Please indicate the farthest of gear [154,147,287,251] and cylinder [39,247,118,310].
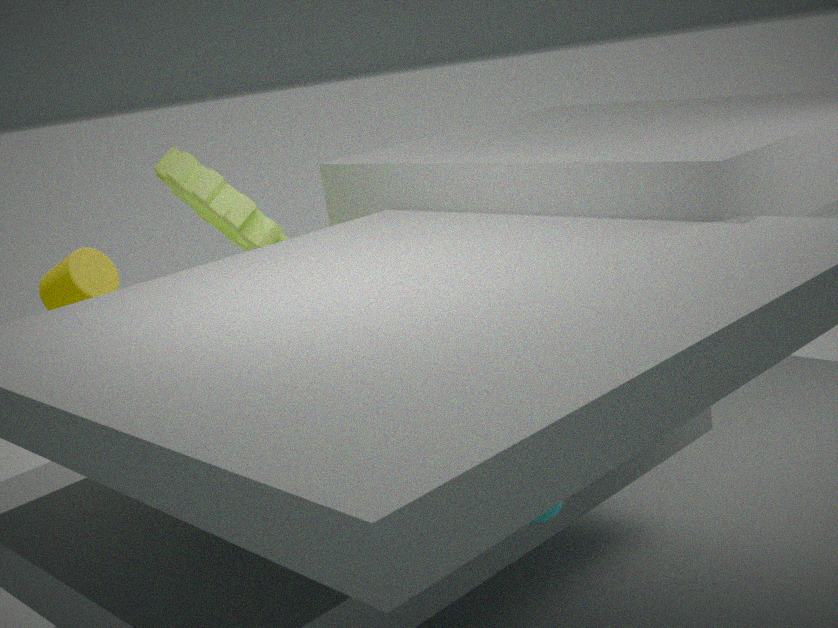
gear [154,147,287,251]
